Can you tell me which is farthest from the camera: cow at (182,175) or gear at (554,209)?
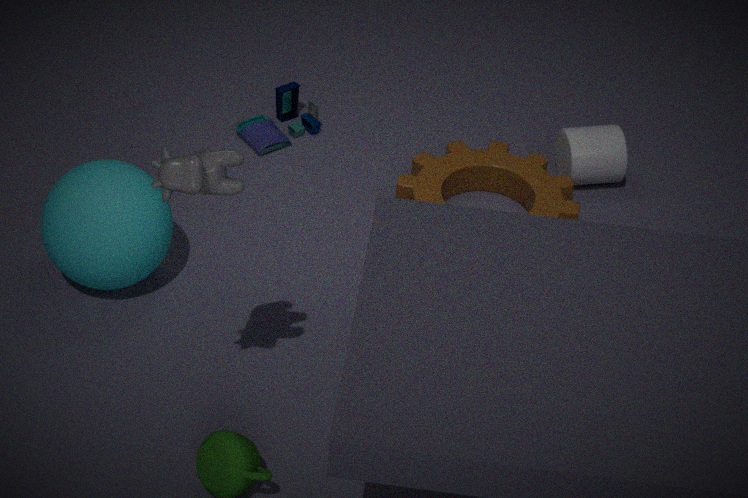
gear at (554,209)
